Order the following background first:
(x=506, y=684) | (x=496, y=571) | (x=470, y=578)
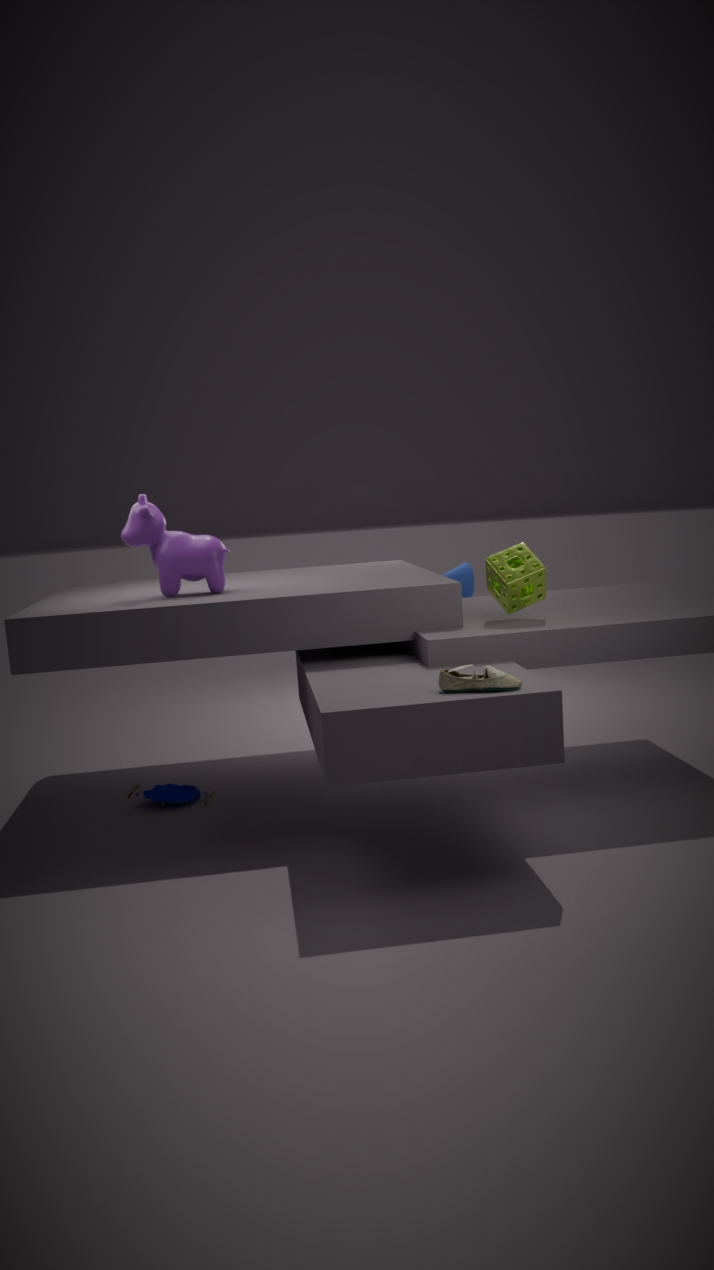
1. (x=470, y=578)
2. (x=496, y=571)
3. (x=506, y=684)
